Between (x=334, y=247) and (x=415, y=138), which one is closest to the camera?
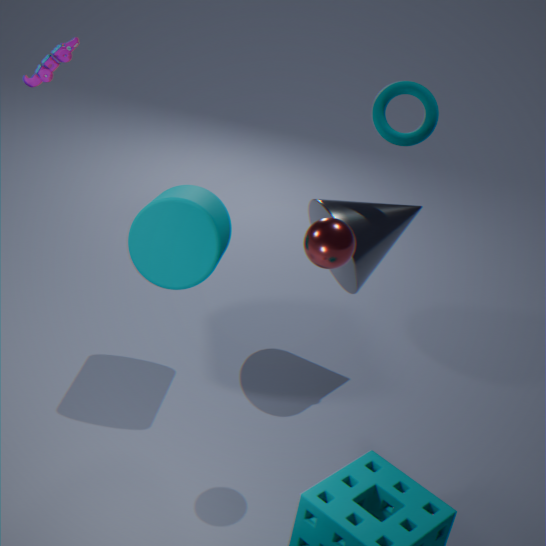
(x=334, y=247)
